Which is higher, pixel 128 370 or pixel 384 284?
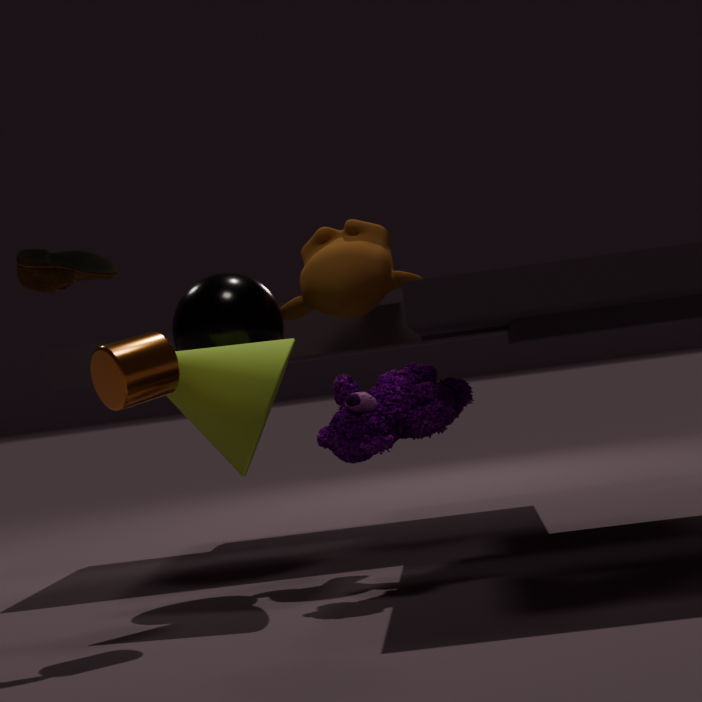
pixel 384 284
